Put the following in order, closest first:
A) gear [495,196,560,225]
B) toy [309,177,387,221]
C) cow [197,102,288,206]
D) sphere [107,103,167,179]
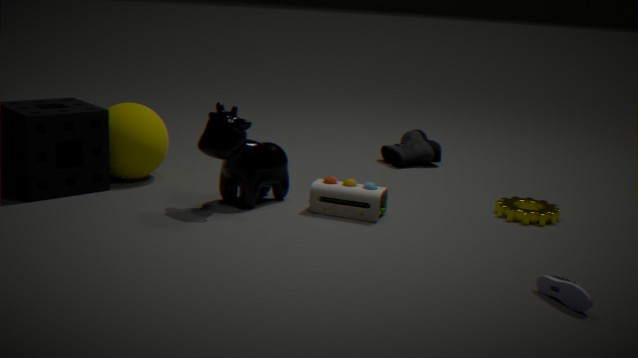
1. cow [197,102,288,206]
2. toy [309,177,387,221]
3. gear [495,196,560,225]
4. sphere [107,103,167,179]
